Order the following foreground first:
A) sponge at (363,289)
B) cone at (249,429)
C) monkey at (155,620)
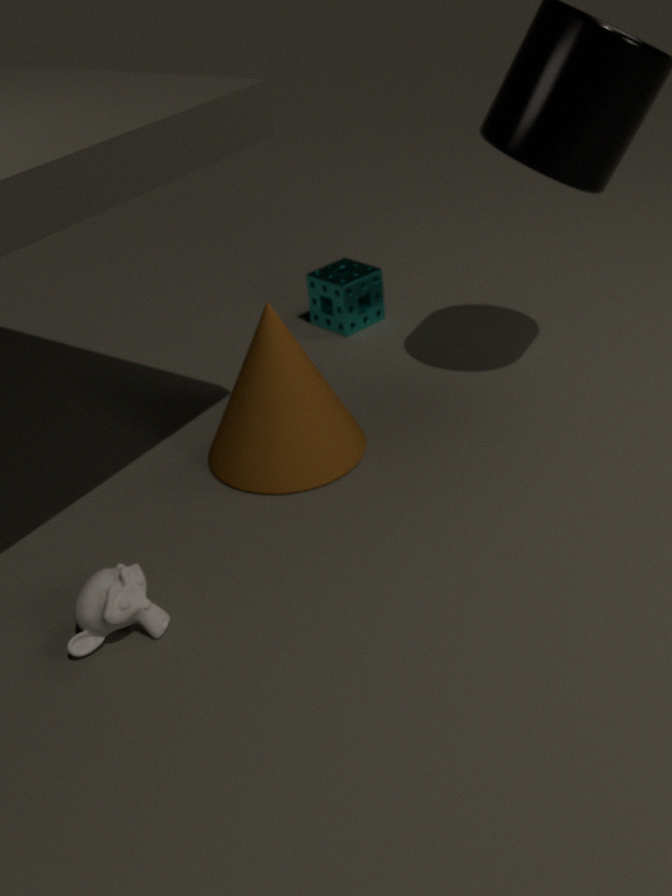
monkey at (155,620), cone at (249,429), sponge at (363,289)
